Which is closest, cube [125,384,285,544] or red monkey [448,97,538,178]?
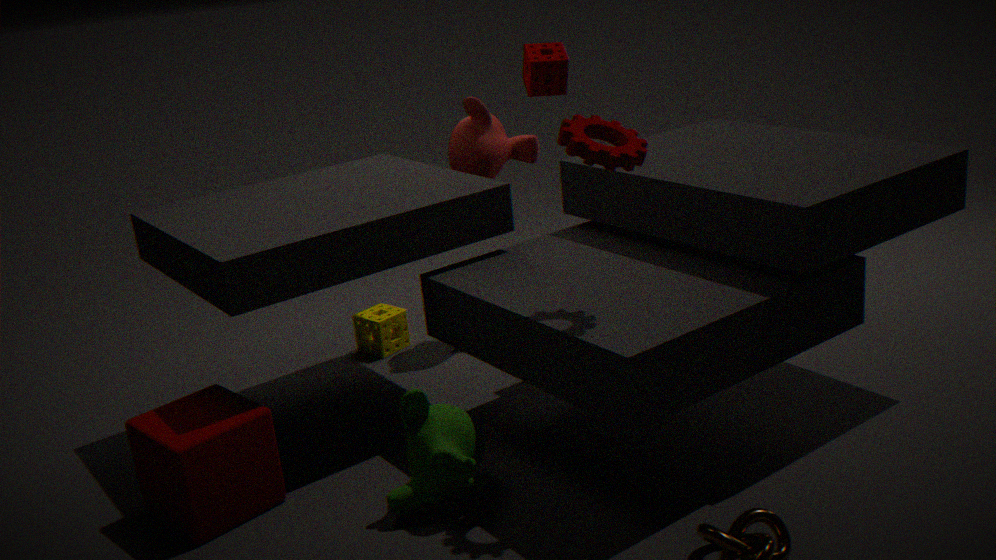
cube [125,384,285,544]
